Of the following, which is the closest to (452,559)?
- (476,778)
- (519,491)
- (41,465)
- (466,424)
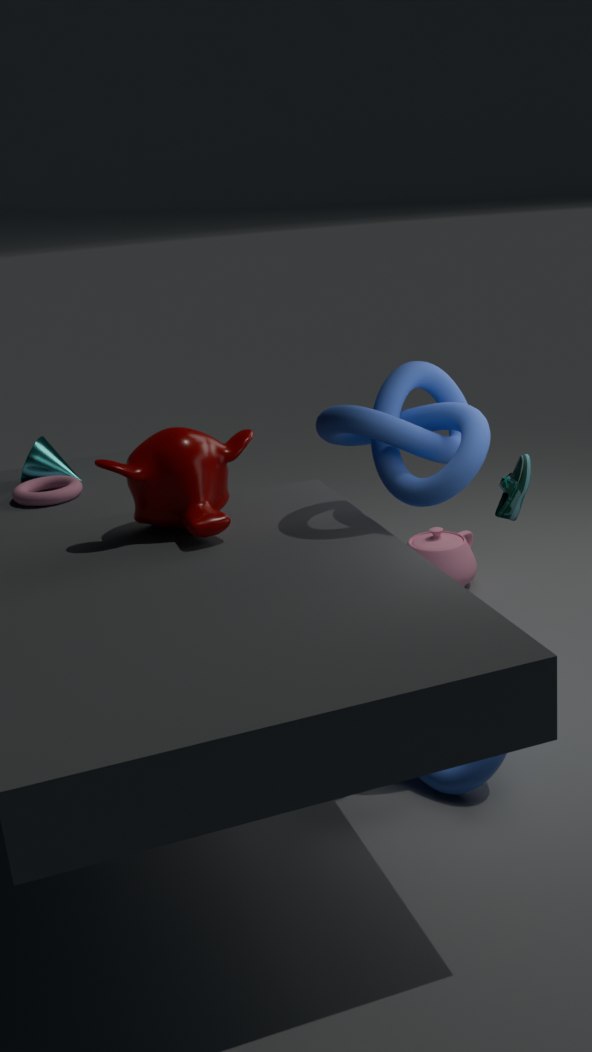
(476,778)
